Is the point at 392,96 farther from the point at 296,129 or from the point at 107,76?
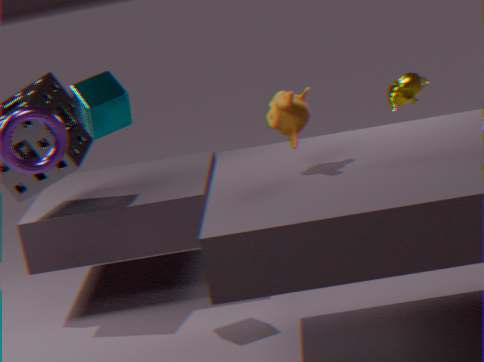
the point at 107,76
